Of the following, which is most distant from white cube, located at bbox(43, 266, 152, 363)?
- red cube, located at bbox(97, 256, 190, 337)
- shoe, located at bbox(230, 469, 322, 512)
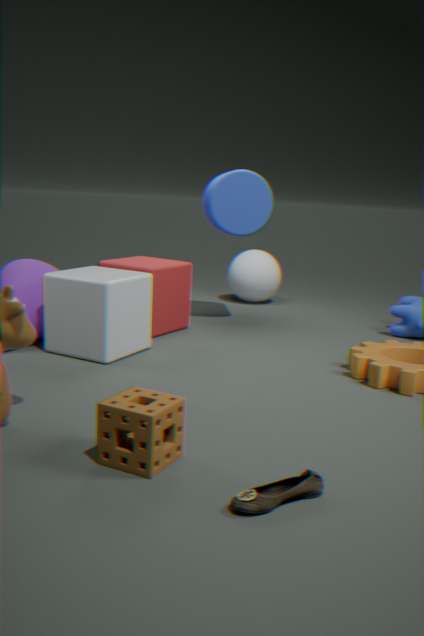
shoe, located at bbox(230, 469, 322, 512)
